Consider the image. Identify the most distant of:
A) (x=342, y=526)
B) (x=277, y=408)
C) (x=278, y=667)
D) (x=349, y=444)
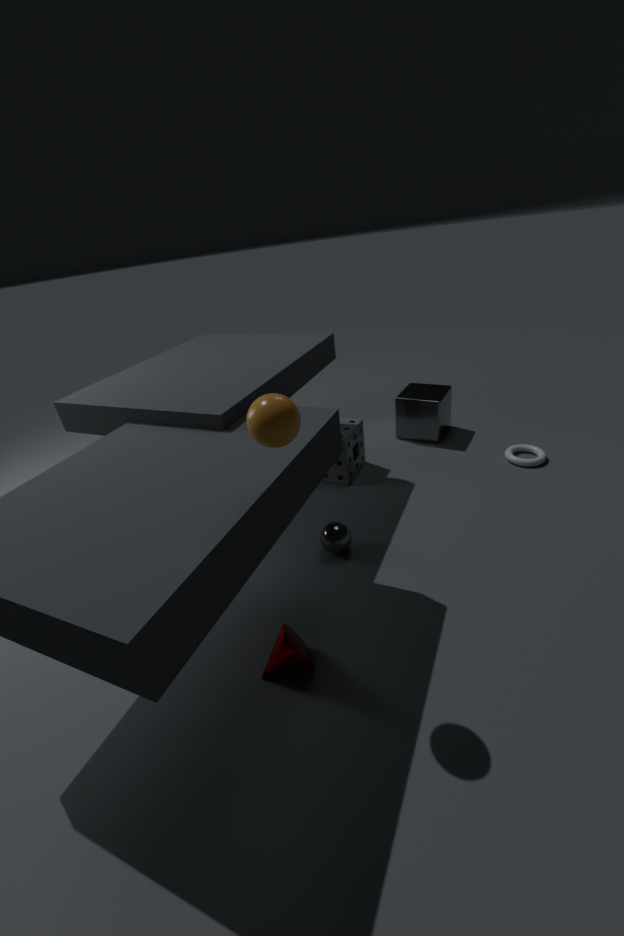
(x=349, y=444)
